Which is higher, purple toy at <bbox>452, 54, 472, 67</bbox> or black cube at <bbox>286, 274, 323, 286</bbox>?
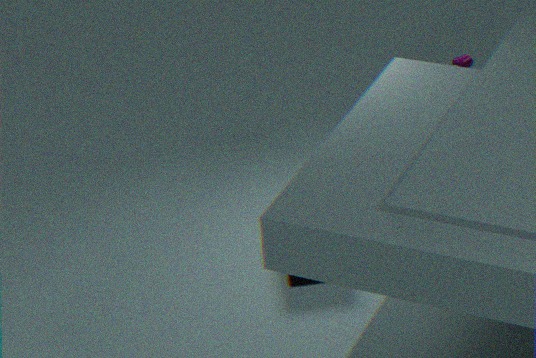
purple toy at <bbox>452, 54, 472, 67</bbox>
